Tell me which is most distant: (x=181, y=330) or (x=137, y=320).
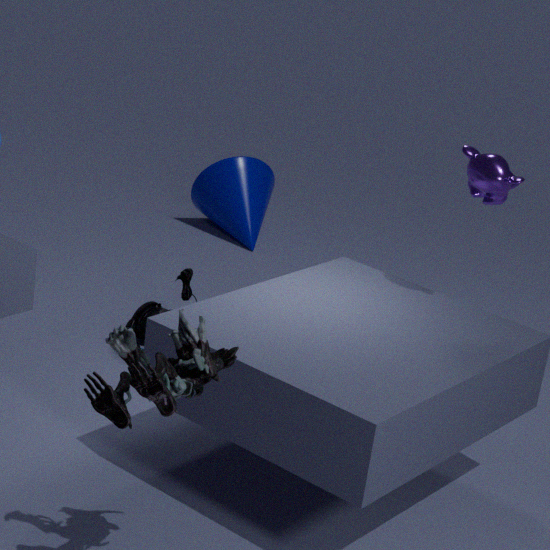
(x=137, y=320)
